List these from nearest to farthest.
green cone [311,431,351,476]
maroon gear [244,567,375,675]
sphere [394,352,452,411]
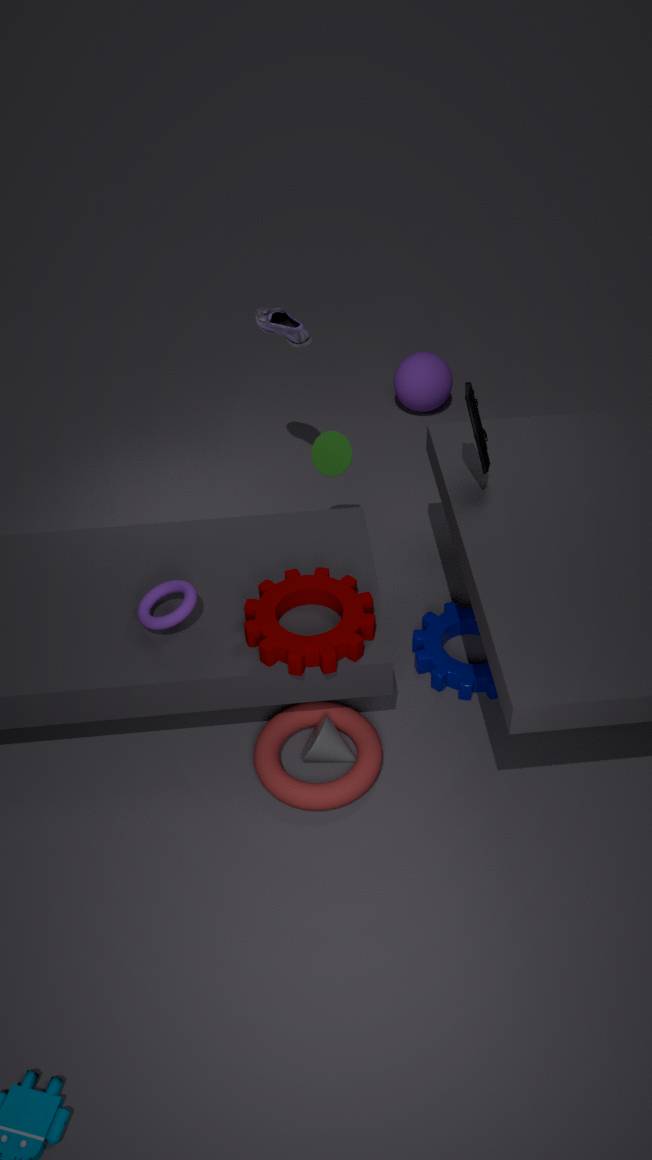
maroon gear [244,567,375,675]
green cone [311,431,351,476]
sphere [394,352,452,411]
